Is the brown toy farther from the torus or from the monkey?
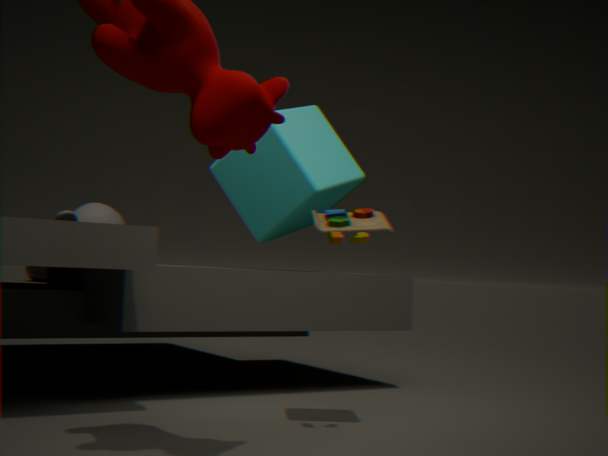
the monkey
